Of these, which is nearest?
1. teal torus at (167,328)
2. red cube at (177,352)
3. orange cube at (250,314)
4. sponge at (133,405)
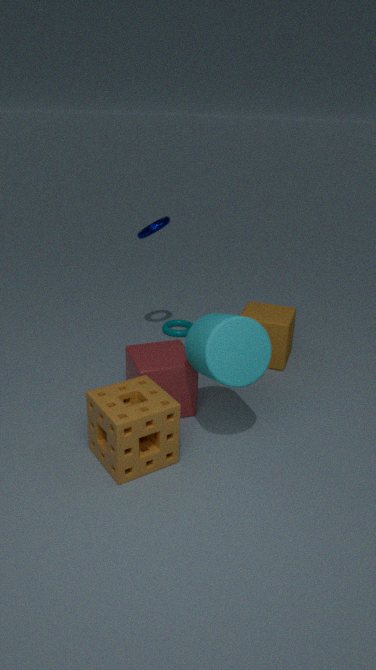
sponge at (133,405)
